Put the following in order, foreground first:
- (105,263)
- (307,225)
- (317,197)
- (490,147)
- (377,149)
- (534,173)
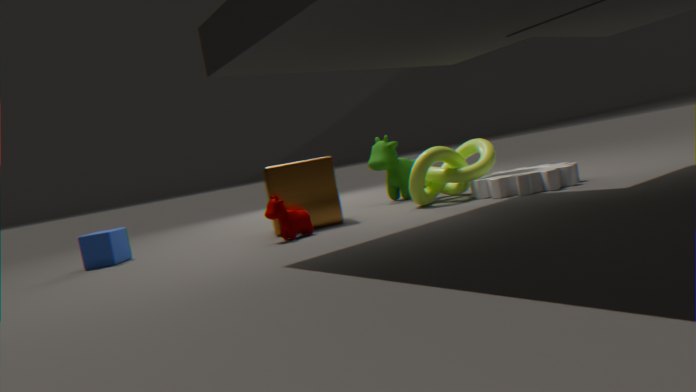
(307,225), (534,173), (317,197), (105,263), (490,147), (377,149)
